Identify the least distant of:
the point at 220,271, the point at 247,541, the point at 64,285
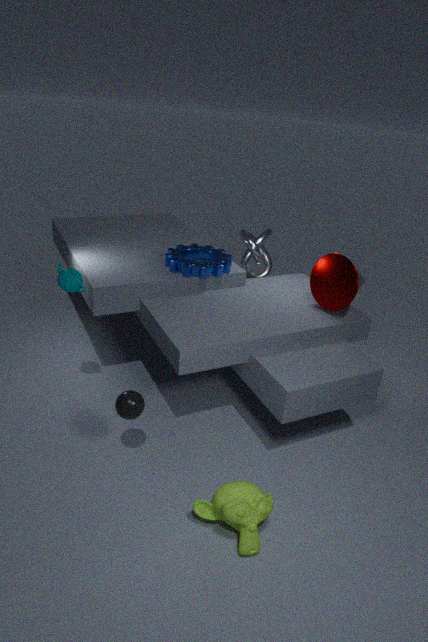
the point at 247,541
